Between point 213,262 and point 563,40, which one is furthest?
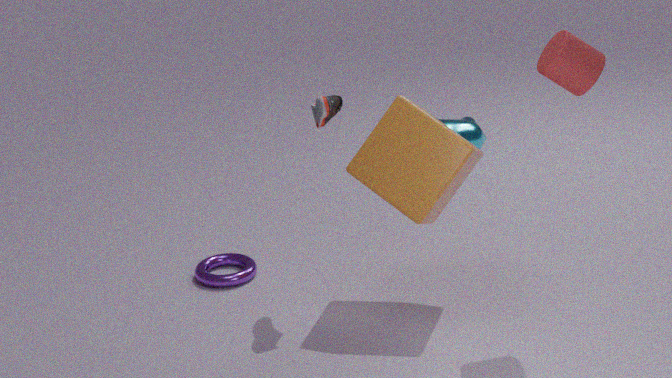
point 213,262
